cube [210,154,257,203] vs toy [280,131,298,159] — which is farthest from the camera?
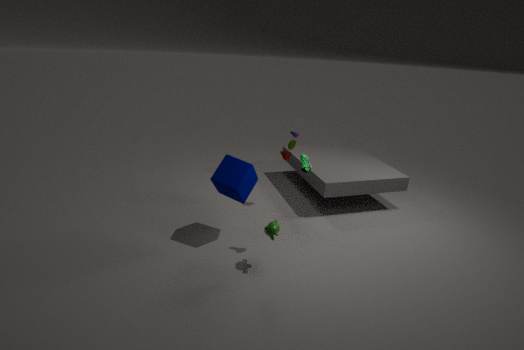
toy [280,131,298,159]
